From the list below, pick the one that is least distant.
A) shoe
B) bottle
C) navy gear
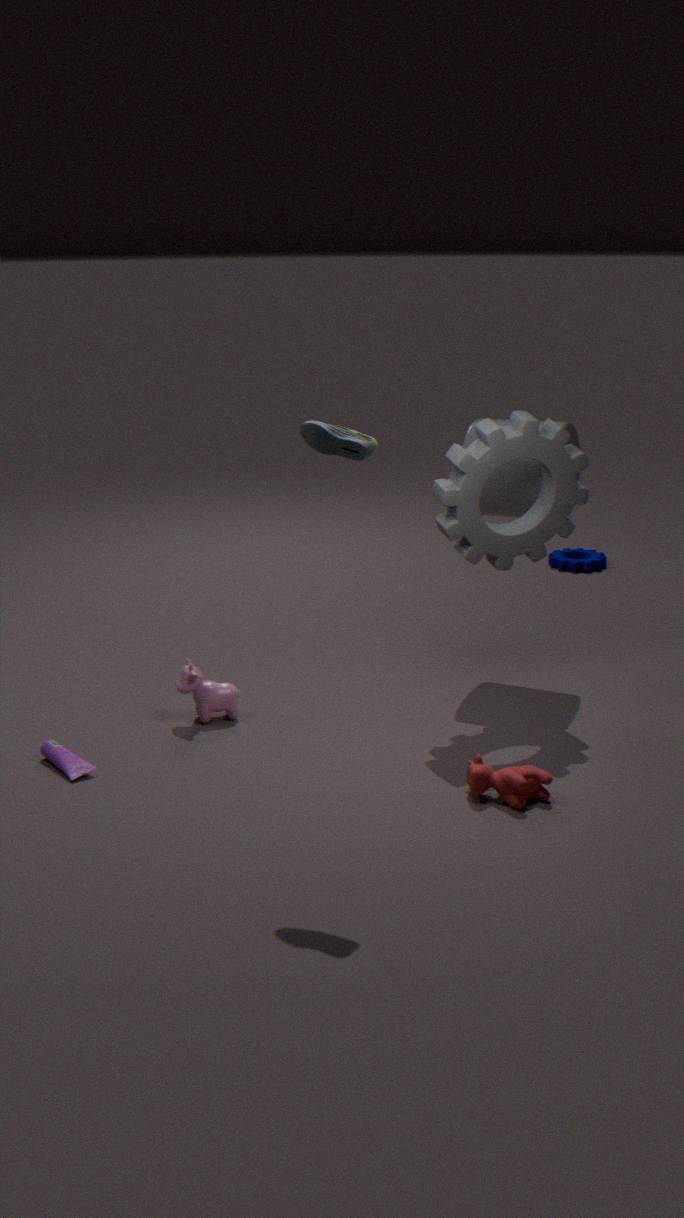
shoe
